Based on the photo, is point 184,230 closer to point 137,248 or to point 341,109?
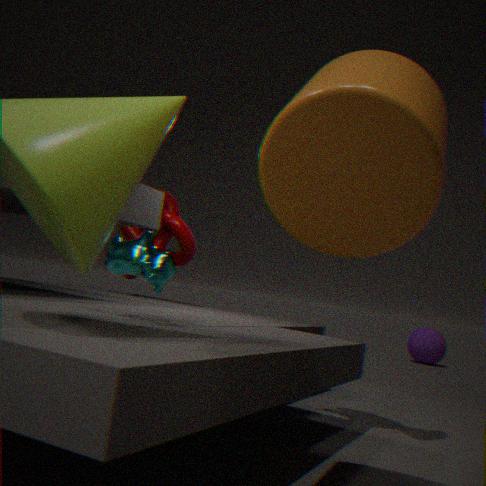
point 137,248
